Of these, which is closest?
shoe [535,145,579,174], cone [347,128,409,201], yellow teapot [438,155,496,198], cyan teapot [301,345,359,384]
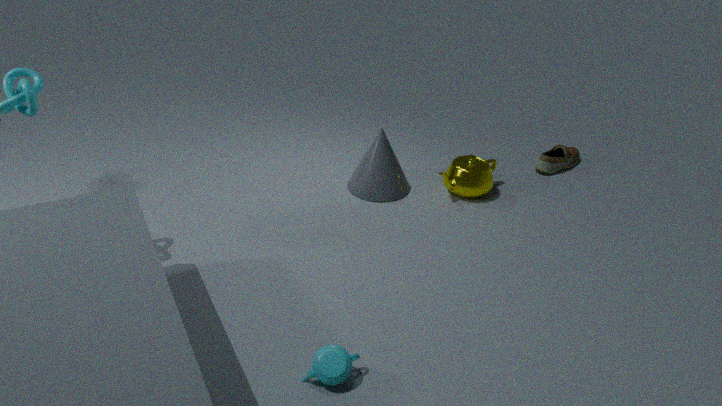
cyan teapot [301,345,359,384]
